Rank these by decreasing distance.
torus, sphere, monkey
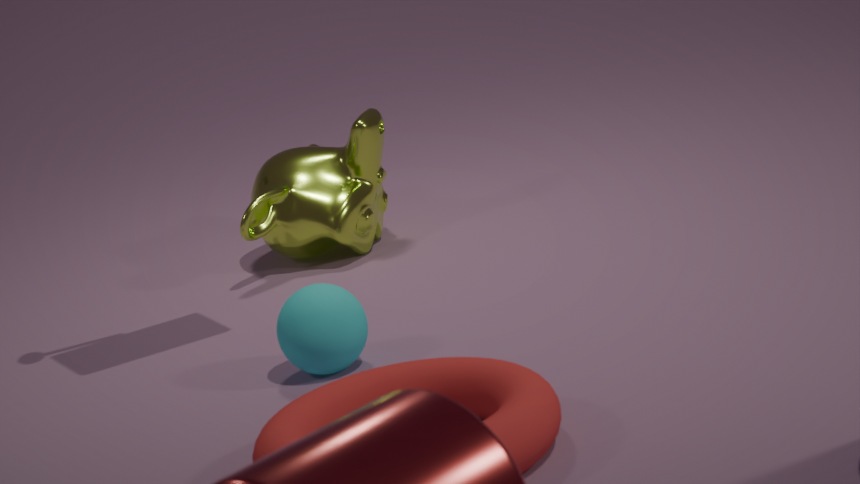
monkey → sphere → torus
